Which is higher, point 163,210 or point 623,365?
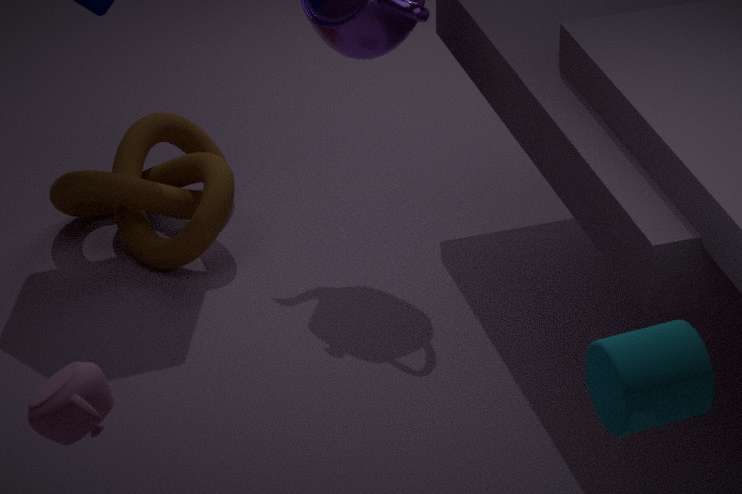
point 623,365
